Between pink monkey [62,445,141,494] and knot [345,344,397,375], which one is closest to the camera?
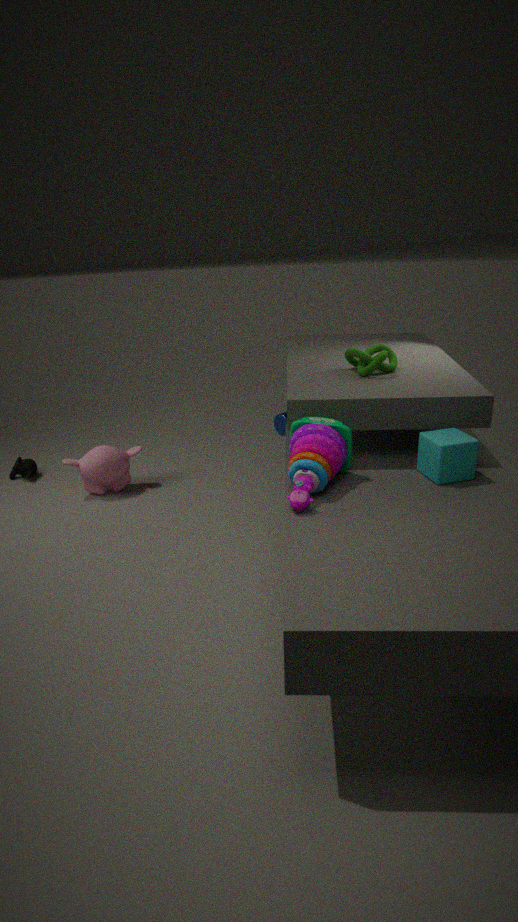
knot [345,344,397,375]
